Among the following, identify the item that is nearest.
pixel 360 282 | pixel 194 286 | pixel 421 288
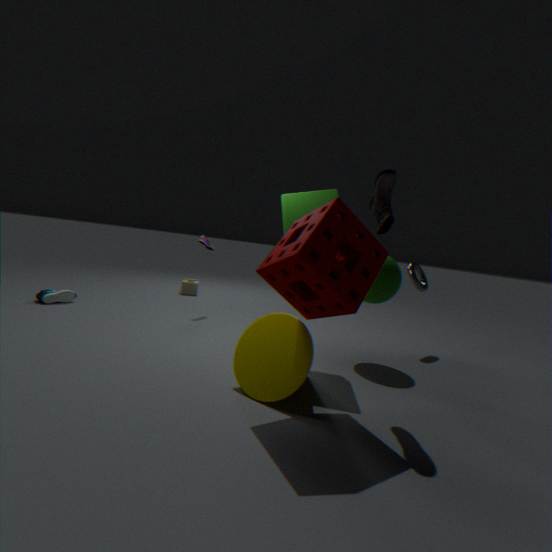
pixel 360 282
